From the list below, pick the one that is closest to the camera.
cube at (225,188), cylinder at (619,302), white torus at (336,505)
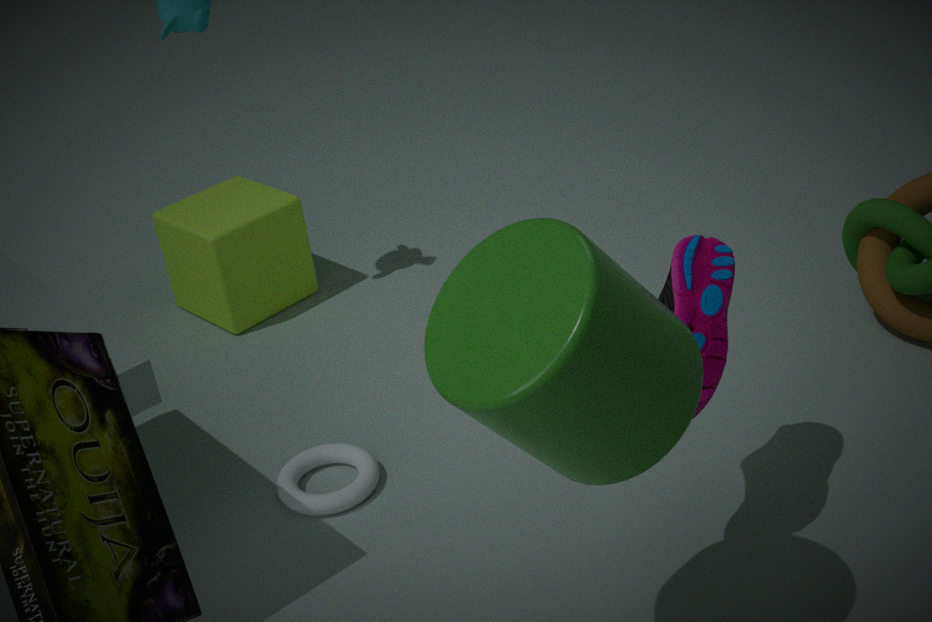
cylinder at (619,302)
